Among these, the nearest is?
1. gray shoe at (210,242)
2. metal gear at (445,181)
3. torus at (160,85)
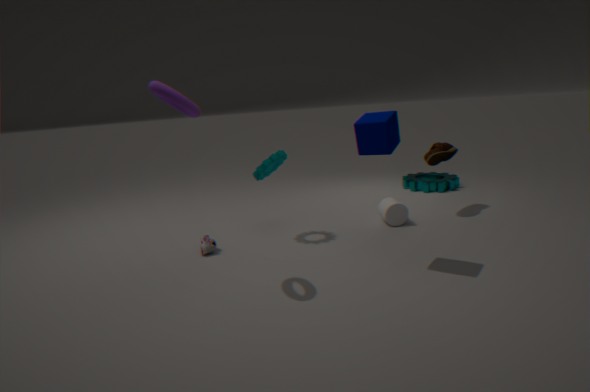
torus at (160,85)
